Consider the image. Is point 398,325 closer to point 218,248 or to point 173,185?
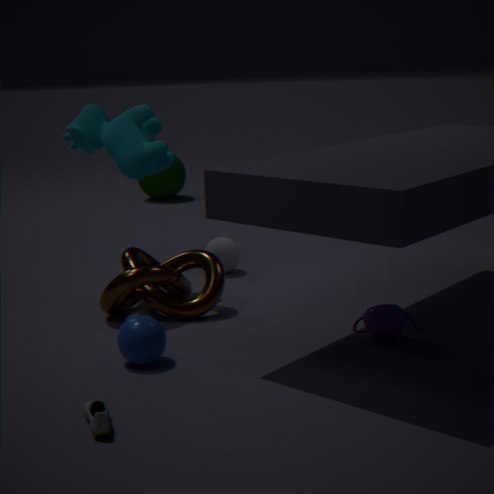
point 218,248
